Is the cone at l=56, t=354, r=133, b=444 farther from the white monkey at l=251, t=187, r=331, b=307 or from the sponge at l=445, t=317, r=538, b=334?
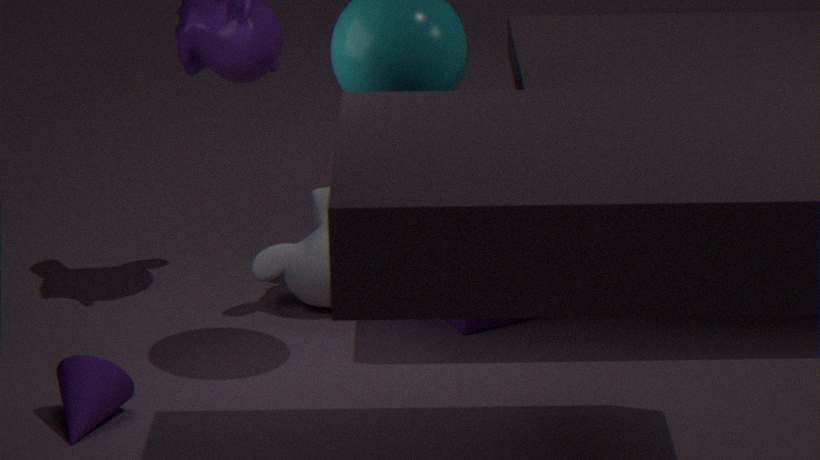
the sponge at l=445, t=317, r=538, b=334
